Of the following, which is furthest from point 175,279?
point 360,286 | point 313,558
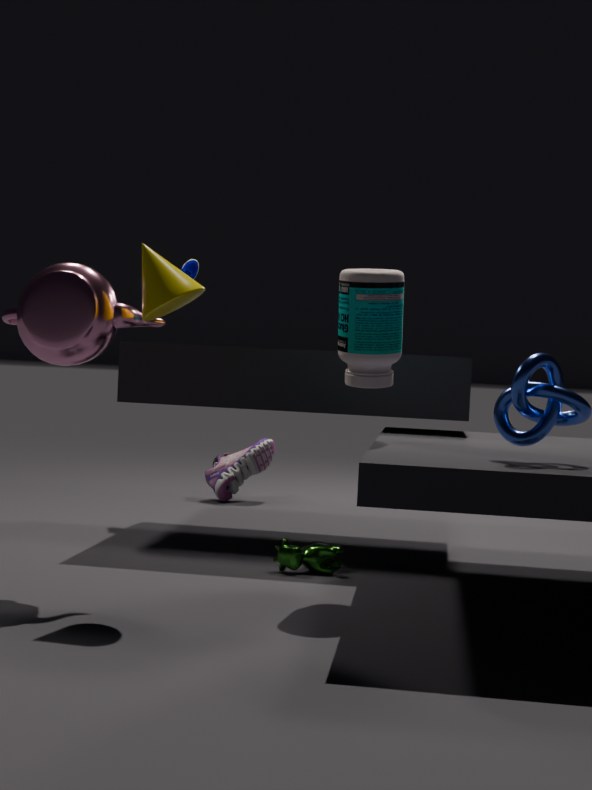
point 313,558
